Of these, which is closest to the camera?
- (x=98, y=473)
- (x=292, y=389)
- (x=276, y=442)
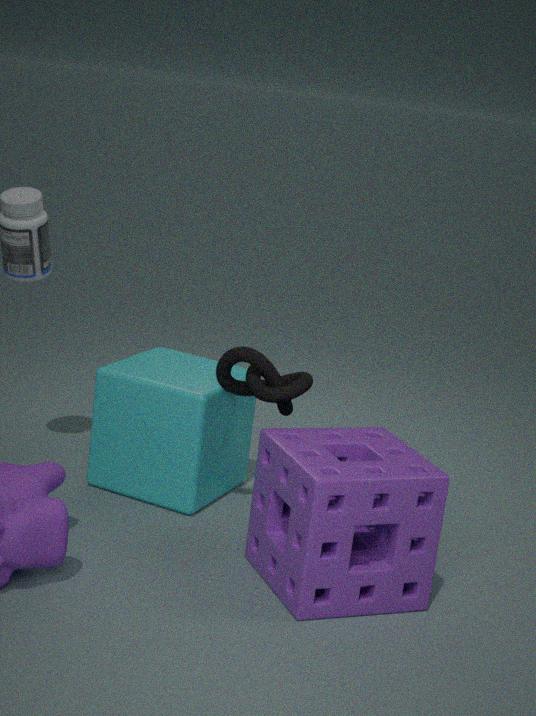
(x=276, y=442)
